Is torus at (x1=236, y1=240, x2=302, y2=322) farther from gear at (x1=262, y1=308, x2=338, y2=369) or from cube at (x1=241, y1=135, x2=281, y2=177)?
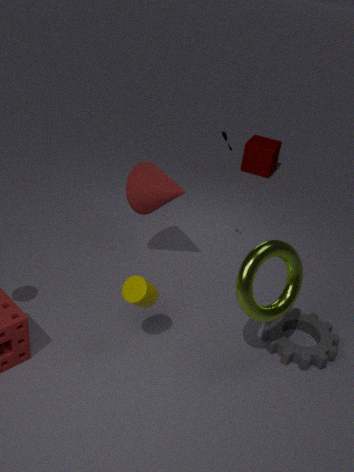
cube at (x1=241, y1=135, x2=281, y2=177)
